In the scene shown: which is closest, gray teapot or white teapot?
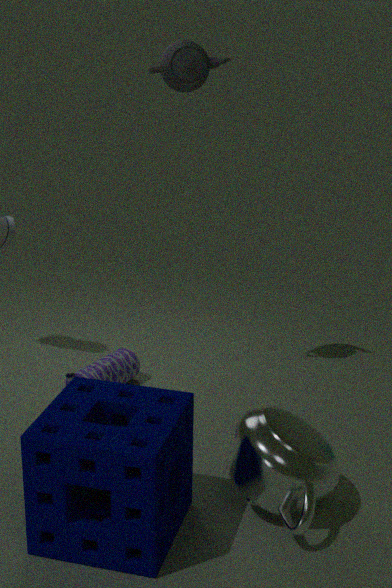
white teapot
